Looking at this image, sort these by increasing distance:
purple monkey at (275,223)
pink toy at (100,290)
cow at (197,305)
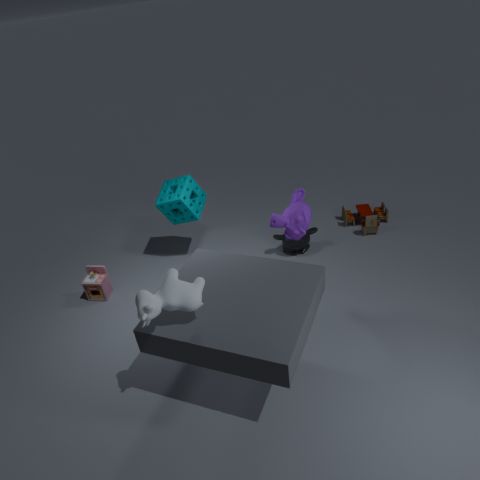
cow at (197,305) < purple monkey at (275,223) < pink toy at (100,290)
